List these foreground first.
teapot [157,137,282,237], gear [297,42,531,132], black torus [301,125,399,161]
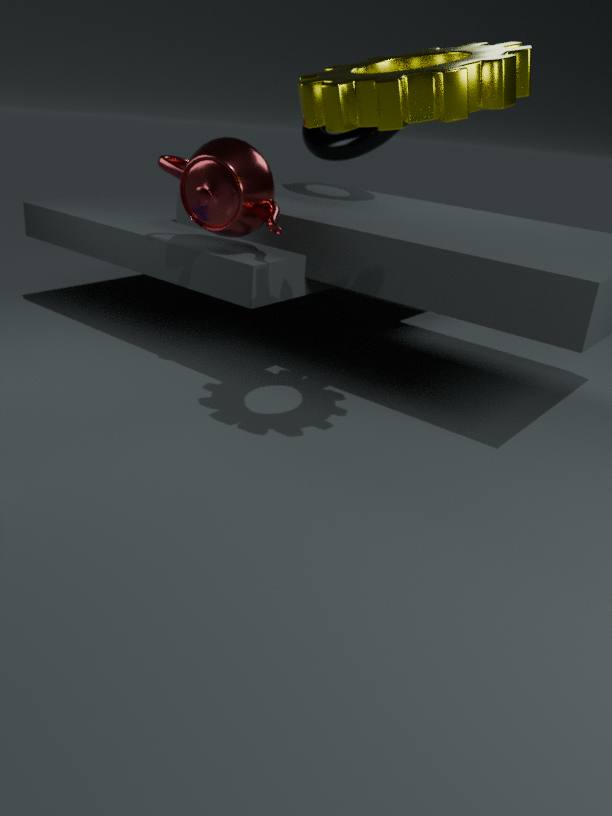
gear [297,42,531,132]
teapot [157,137,282,237]
black torus [301,125,399,161]
